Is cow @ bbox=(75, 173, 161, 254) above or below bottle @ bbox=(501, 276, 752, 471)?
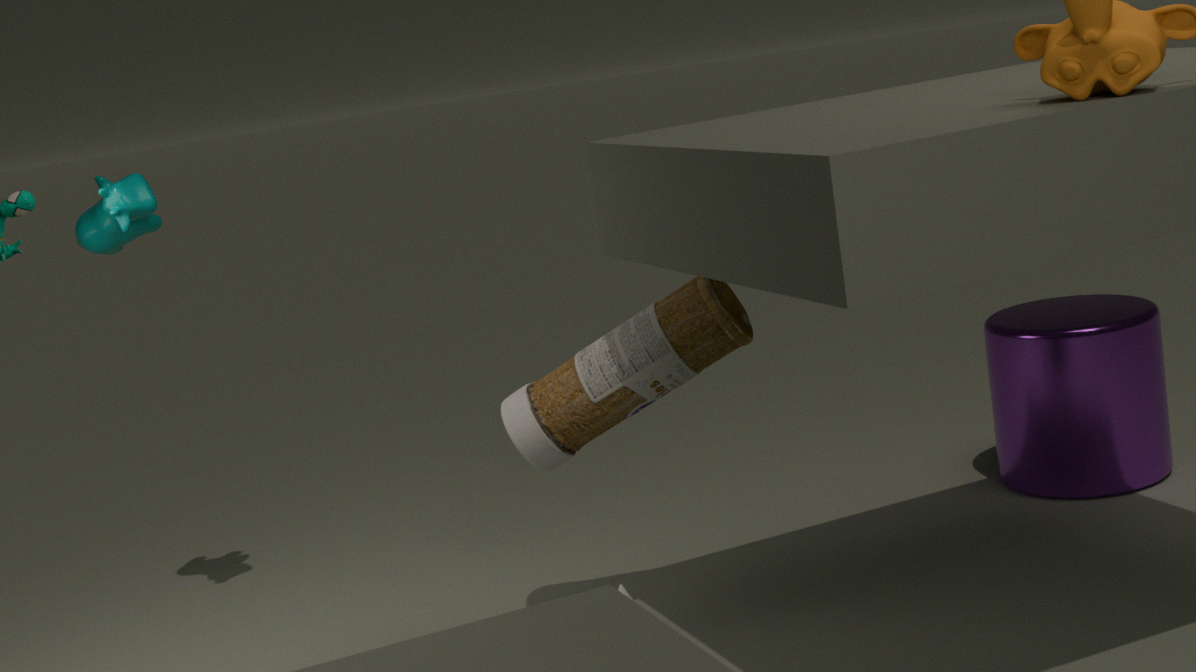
above
